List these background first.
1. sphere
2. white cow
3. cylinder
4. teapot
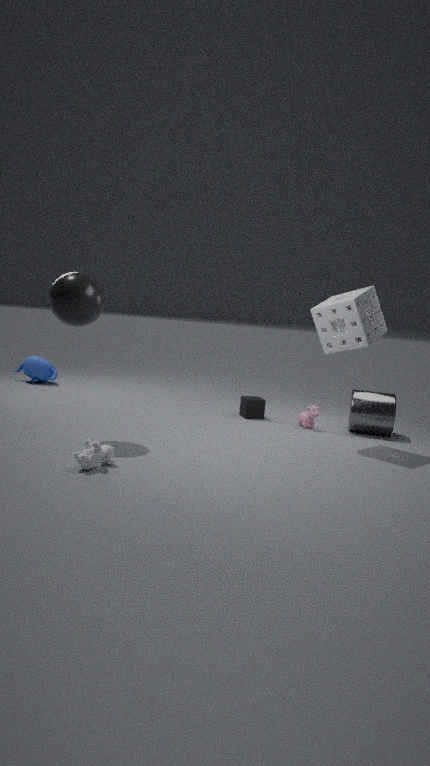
1. teapot
2. cylinder
3. sphere
4. white cow
